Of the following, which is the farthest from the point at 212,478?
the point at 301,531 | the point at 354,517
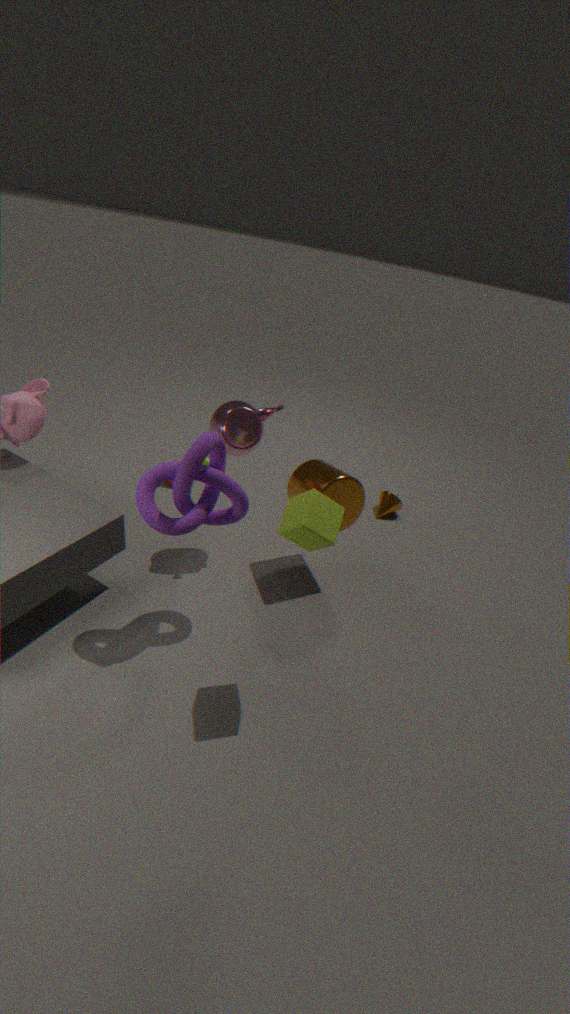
the point at 354,517
